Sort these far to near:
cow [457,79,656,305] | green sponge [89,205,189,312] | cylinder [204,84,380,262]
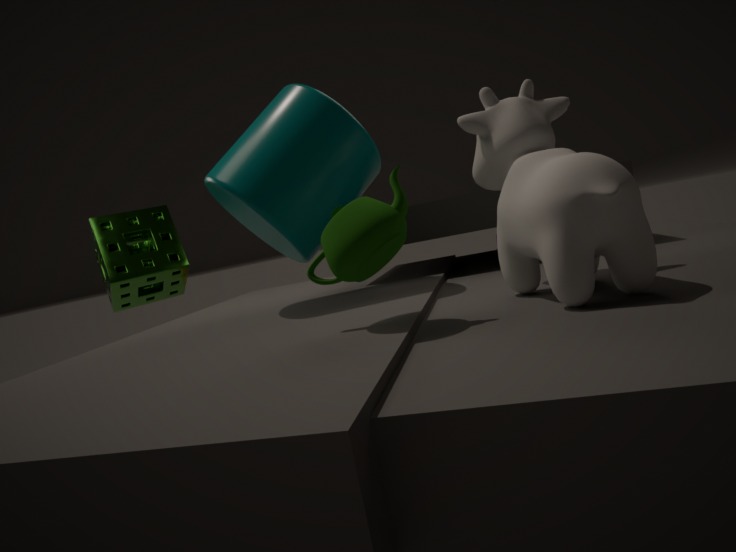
green sponge [89,205,189,312], cylinder [204,84,380,262], cow [457,79,656,305]
